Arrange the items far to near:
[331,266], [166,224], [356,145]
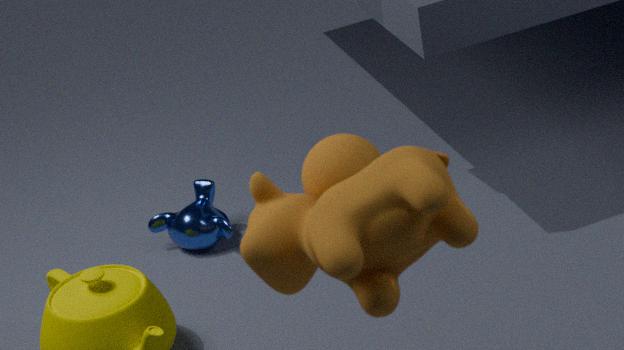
[166,224] < [356,145] < [331,266]
